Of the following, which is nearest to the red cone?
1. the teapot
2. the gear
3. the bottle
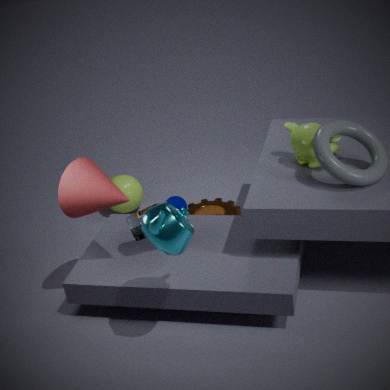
the bottle
